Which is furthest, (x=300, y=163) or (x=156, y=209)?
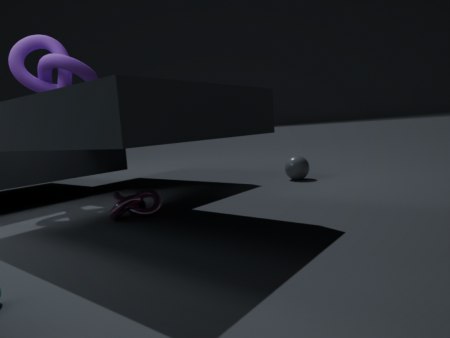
(x=300, y=163)
